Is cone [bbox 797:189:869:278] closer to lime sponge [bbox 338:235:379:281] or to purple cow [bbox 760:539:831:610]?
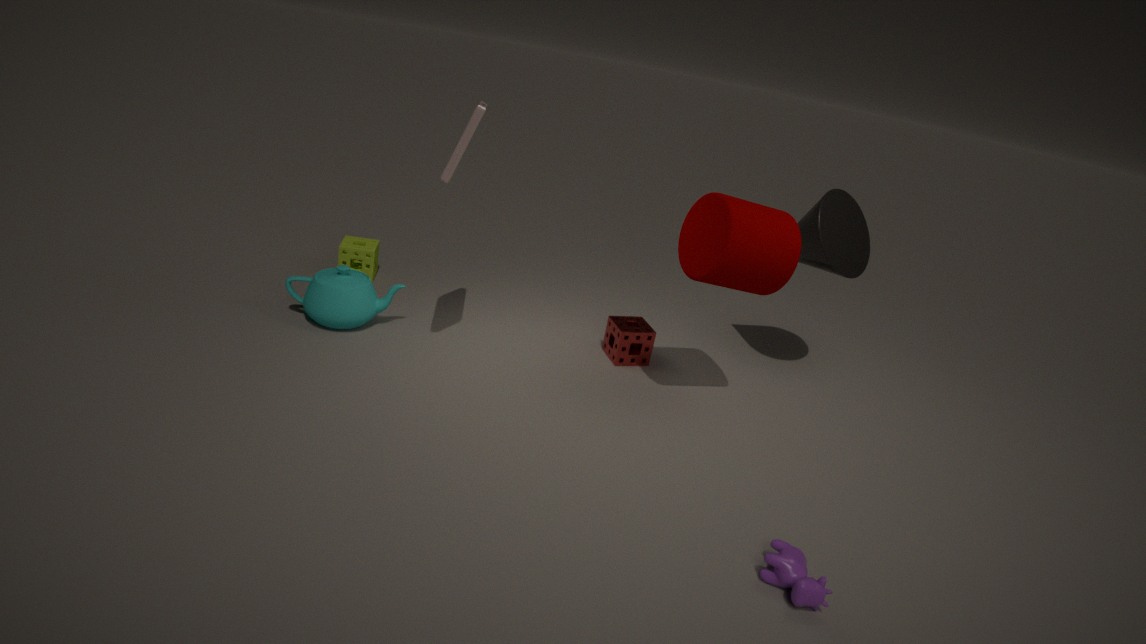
purple cow [bbox 760:539:831:610]
